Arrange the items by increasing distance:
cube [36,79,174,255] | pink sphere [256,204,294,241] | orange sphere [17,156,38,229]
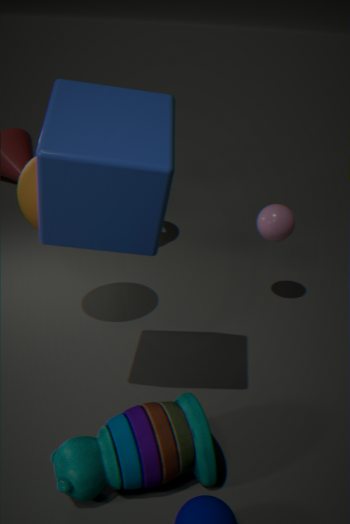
cube [36,79,174,255] → orange sphere [17,156,38,229] → pink sphere [256,204,294,241]
